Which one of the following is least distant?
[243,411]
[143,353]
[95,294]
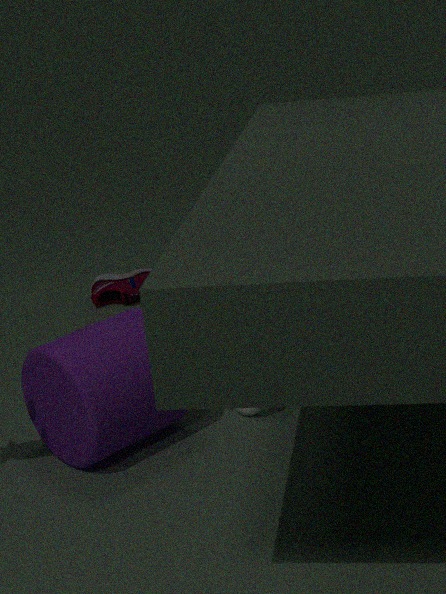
[143,353]
